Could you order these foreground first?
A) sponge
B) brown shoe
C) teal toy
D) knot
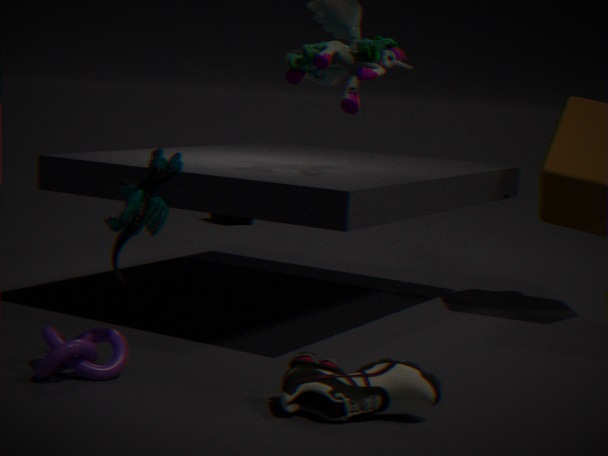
brown shoe < teal toy < knot < sponge
